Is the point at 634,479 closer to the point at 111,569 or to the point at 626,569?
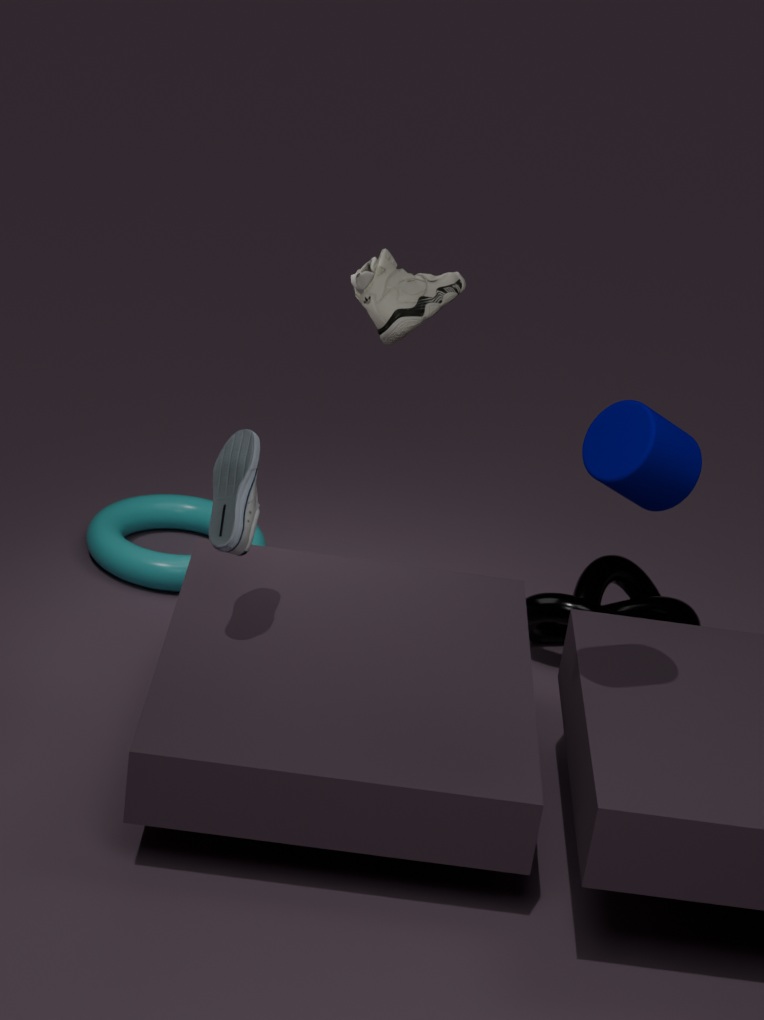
the point at 626,569
